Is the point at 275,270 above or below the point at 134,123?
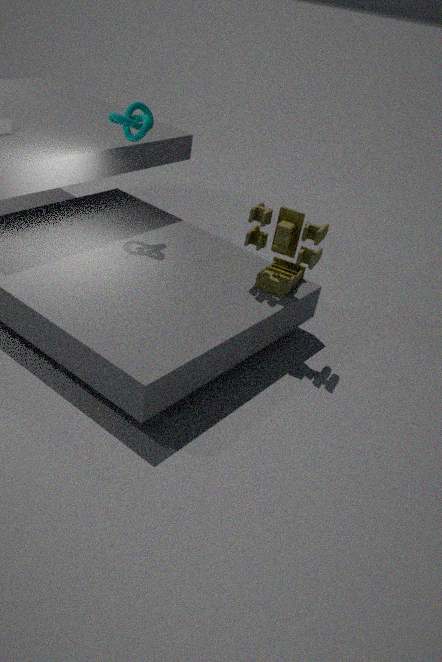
below
